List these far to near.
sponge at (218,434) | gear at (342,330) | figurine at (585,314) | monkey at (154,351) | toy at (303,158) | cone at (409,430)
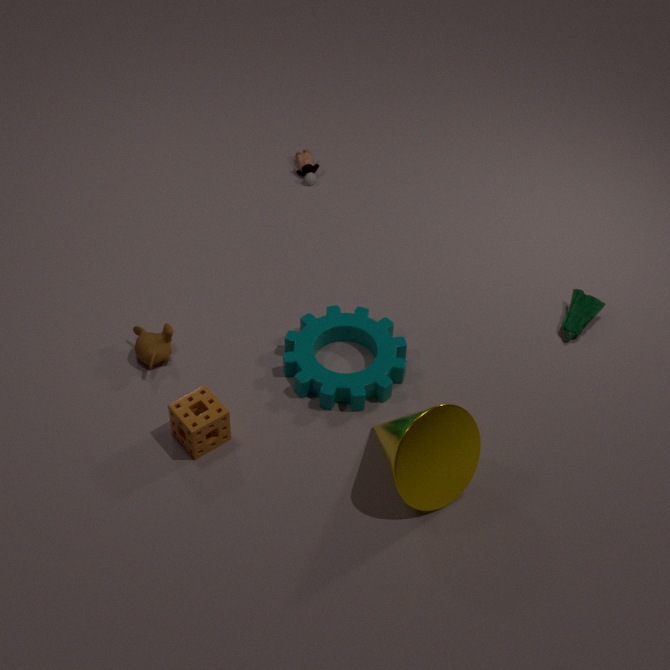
toy at (303,158)
figurine at (585,314)
monkey at (154,351)
gear at (342,330)
sponge at (218,434)
cone at (409,430)
